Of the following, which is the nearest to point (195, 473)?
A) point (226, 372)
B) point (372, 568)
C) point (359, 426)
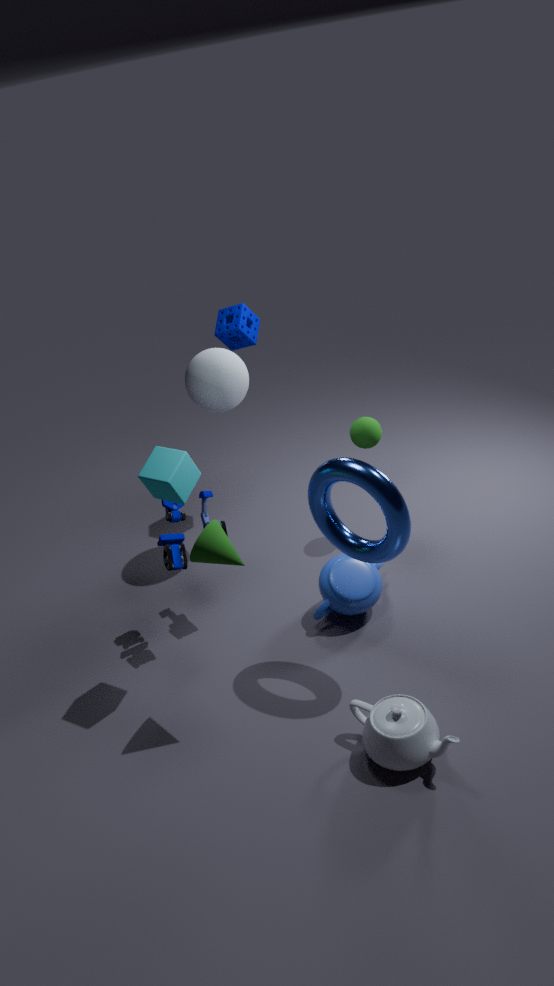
point (226, 372)
